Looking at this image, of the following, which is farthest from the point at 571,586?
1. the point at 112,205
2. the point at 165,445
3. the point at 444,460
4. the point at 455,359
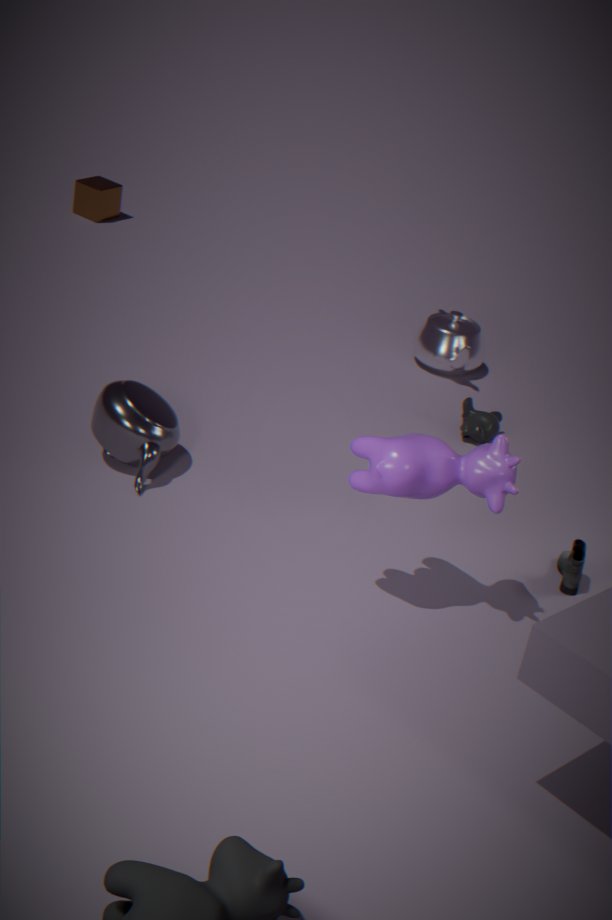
the point at 112,205
